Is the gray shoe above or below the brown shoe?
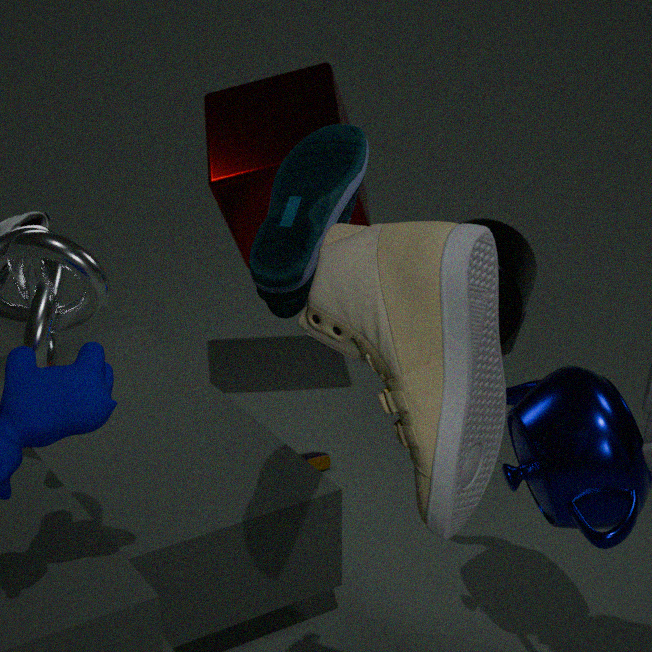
above
